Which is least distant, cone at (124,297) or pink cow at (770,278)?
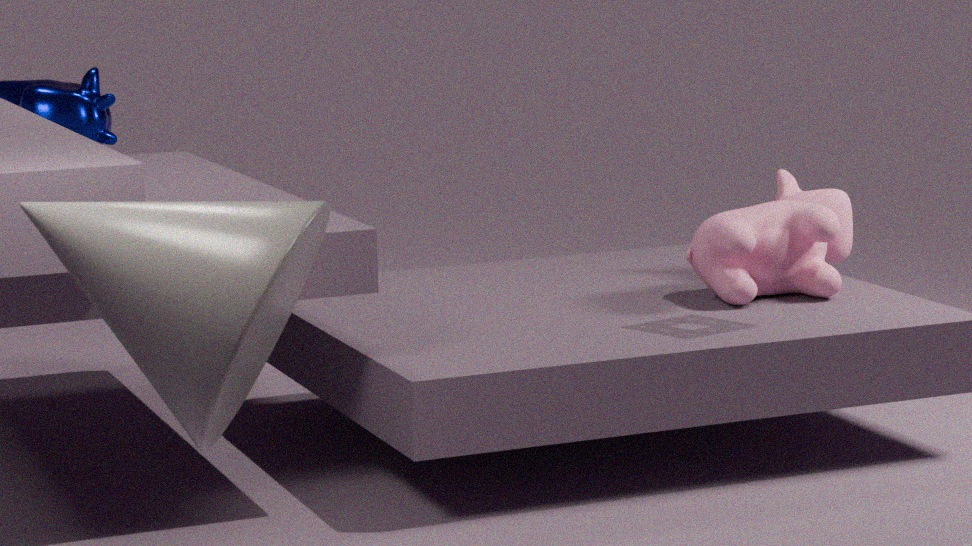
cone at (124,297)
